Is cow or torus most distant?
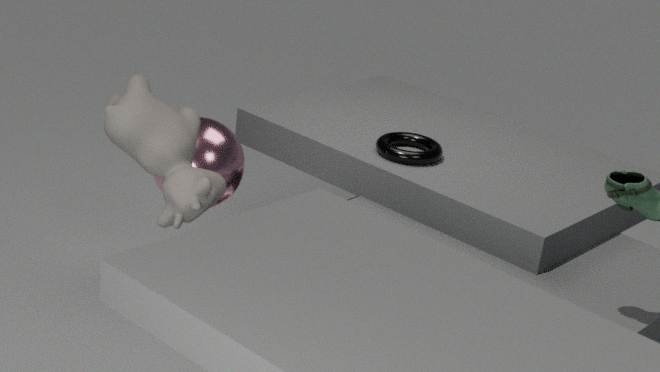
torus
